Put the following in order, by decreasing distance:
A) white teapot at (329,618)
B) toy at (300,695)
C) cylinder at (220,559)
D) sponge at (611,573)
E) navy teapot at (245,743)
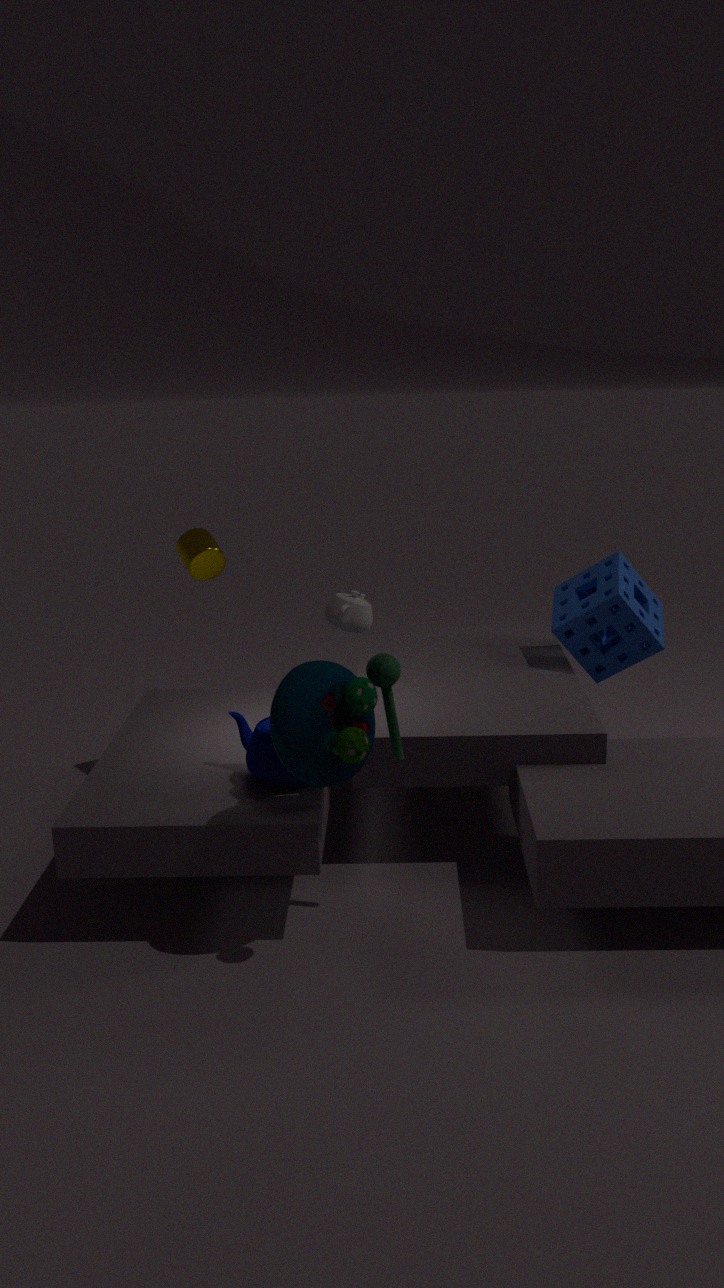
cylinder at (220,559)
sponge at (611,573)
navy teapot at (245,743)
white teapot at (329,618)
toy at (300,695)
